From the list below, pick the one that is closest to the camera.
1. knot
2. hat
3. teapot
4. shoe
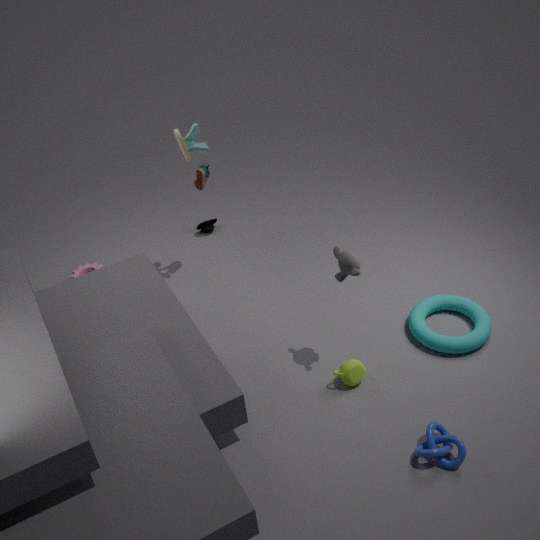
knot
